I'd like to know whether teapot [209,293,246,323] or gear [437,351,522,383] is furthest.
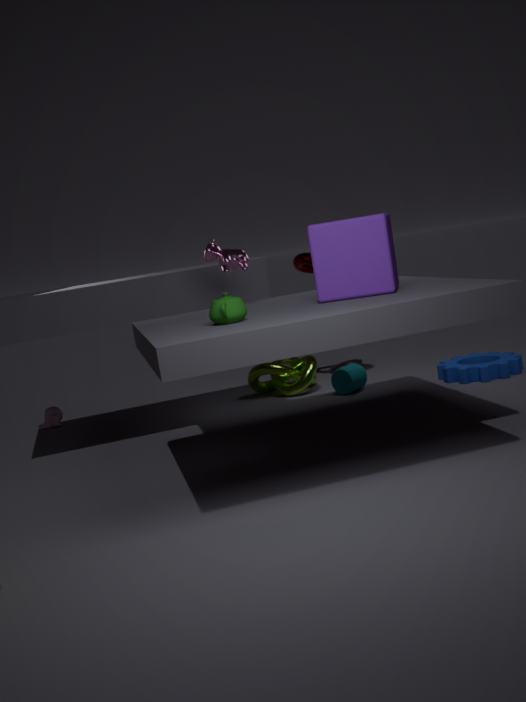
gear [437,351,522,383]
